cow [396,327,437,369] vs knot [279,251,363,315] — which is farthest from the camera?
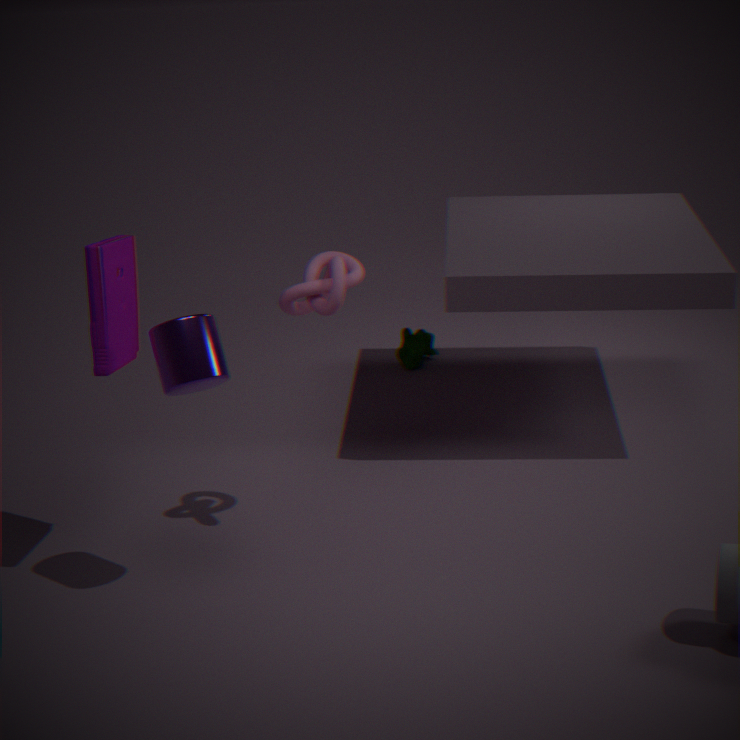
cow [396,327,437,369]
